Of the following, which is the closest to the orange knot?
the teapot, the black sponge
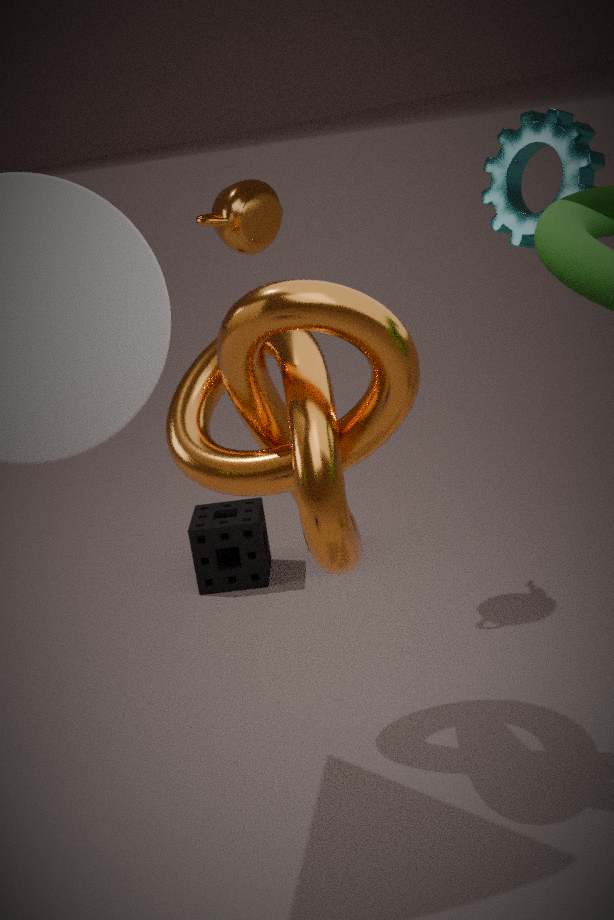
the teapot
